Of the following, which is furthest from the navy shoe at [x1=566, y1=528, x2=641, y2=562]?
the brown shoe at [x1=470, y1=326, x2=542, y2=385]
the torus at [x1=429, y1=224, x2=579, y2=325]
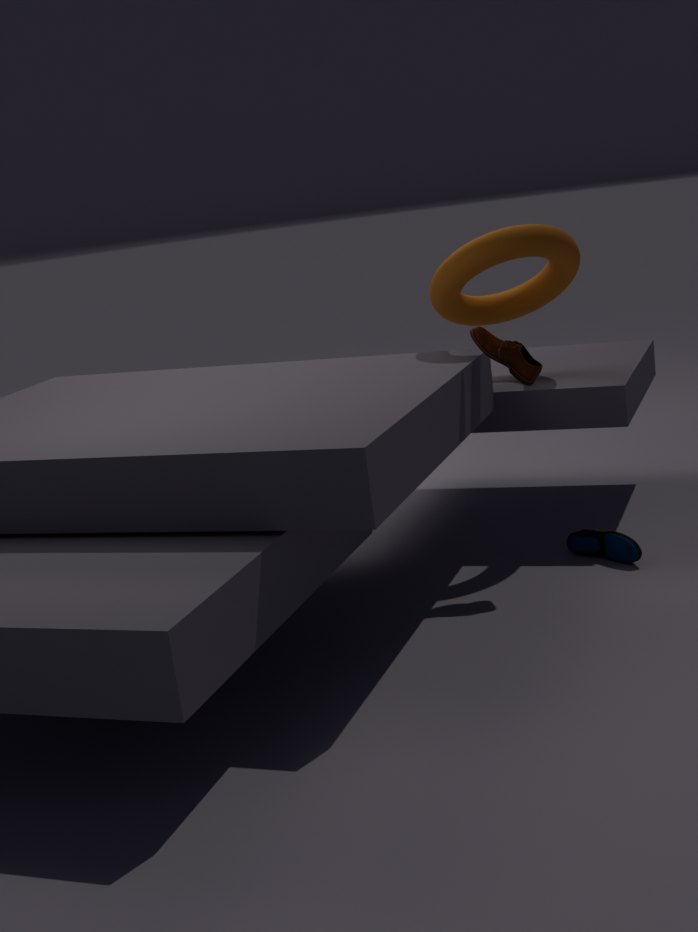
the torus at [x1=429, y1=224, x2=579, y2=325]
